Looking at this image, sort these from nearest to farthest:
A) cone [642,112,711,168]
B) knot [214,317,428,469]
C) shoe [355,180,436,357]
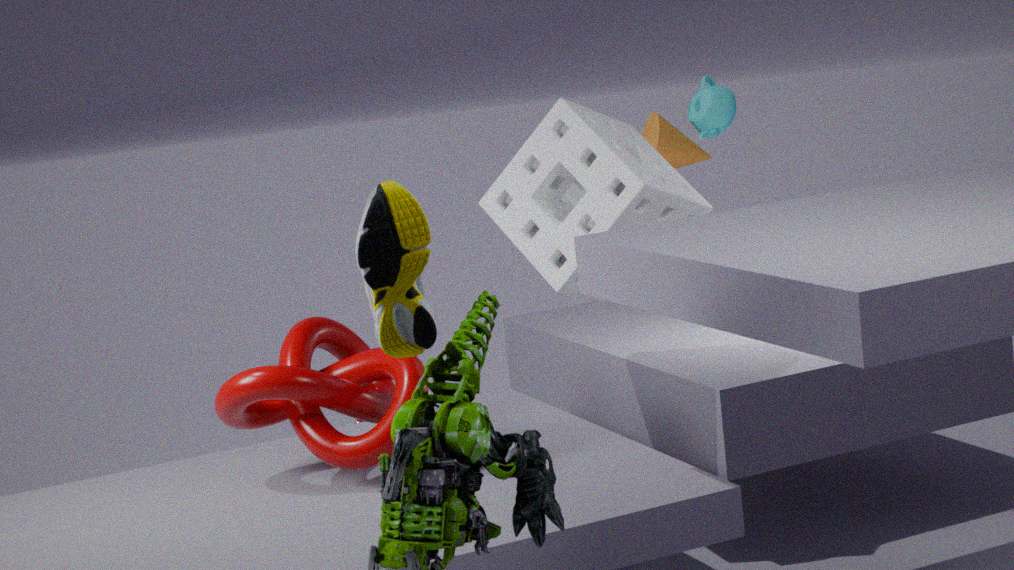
shoe [355,180,436,357], knot [214,317,428,469], cone [642,112,711,168]
